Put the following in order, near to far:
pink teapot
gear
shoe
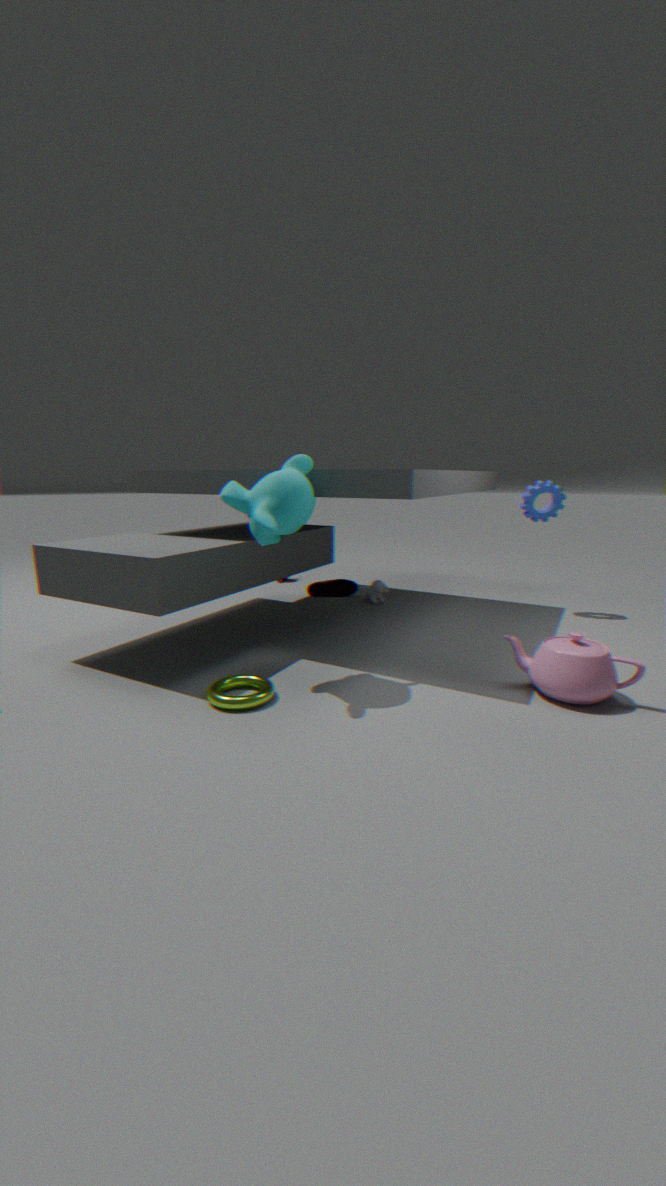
pink teapot, gear, shoe
